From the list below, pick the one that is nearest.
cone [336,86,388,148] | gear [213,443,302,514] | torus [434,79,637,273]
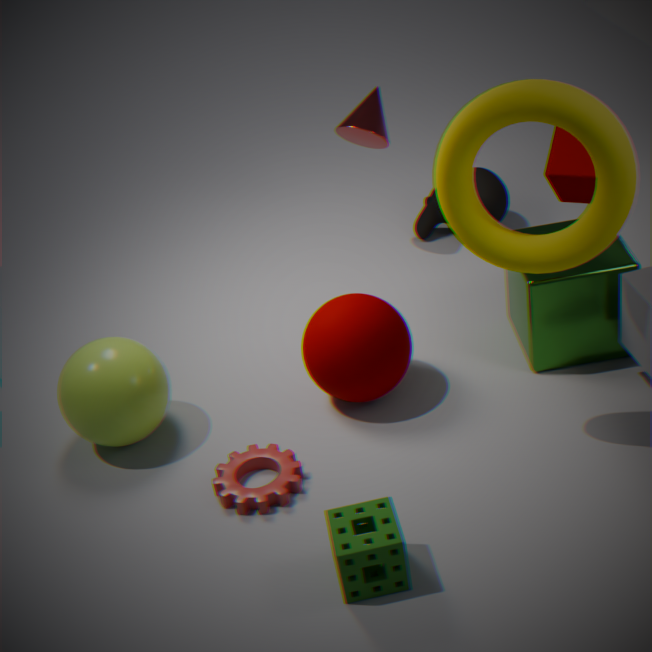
torus [434,79,637,273]
